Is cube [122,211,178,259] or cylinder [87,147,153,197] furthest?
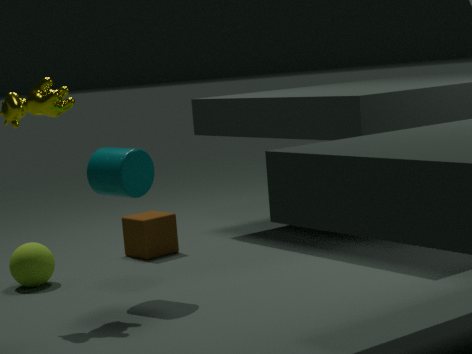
cube [122,211,178,259]
